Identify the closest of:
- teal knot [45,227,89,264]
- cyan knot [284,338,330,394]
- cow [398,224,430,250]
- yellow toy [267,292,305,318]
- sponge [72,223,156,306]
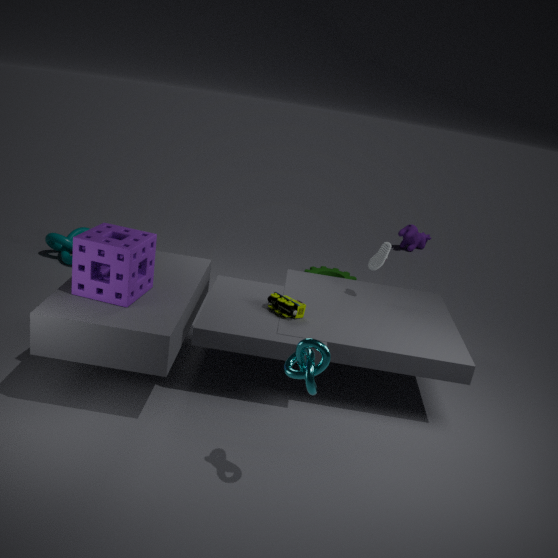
cyan knot [284,338,330,394]
